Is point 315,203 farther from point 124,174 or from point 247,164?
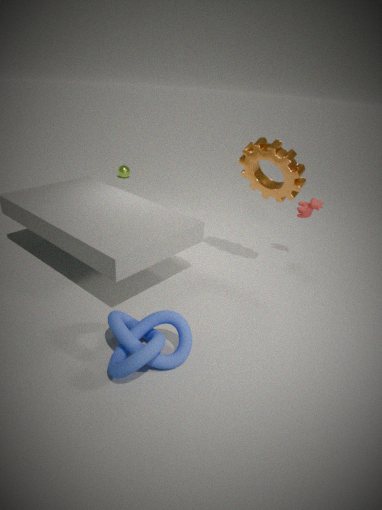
point 124,174
